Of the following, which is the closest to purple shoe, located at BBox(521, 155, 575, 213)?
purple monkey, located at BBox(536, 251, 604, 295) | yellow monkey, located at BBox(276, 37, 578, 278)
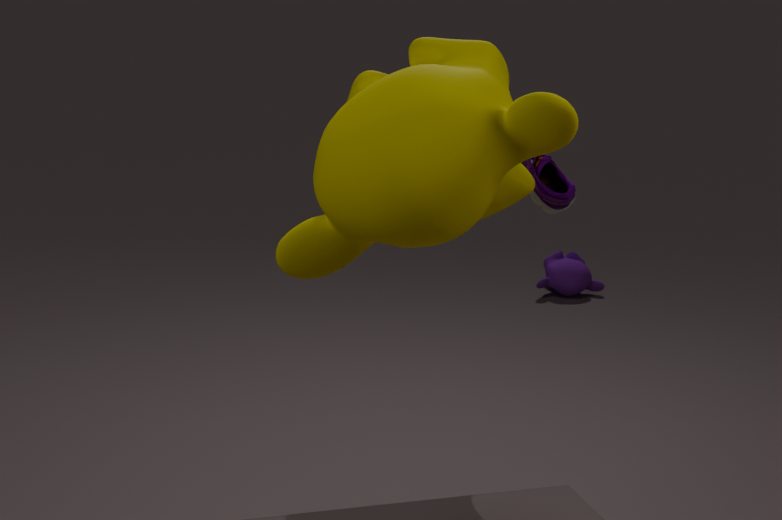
yellow monkey, located at BBox(276, 37, 578, 278)
